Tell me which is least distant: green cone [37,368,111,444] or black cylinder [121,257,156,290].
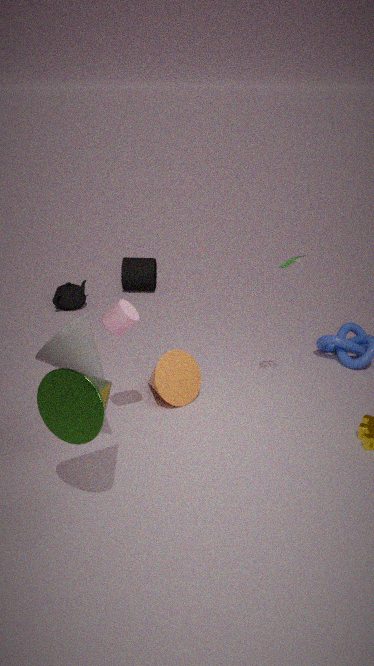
green cone [37,368,111,444]
